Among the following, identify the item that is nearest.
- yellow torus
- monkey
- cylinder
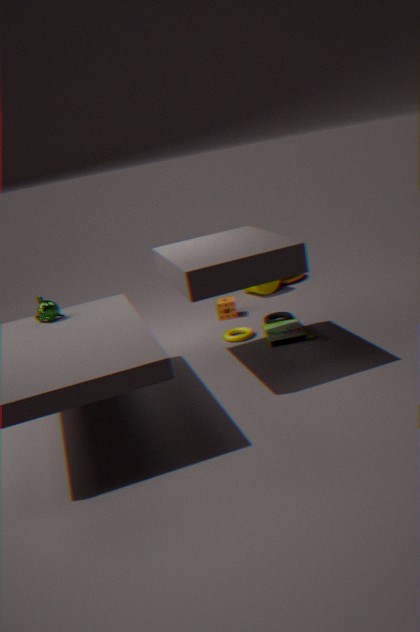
monkey
